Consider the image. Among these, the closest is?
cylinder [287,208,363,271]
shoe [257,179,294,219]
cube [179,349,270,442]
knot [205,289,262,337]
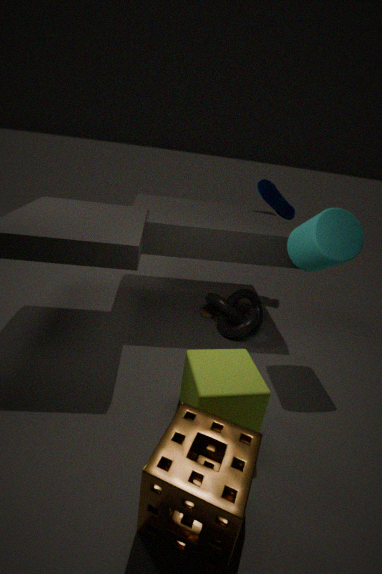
cube [179,349,270,442]
